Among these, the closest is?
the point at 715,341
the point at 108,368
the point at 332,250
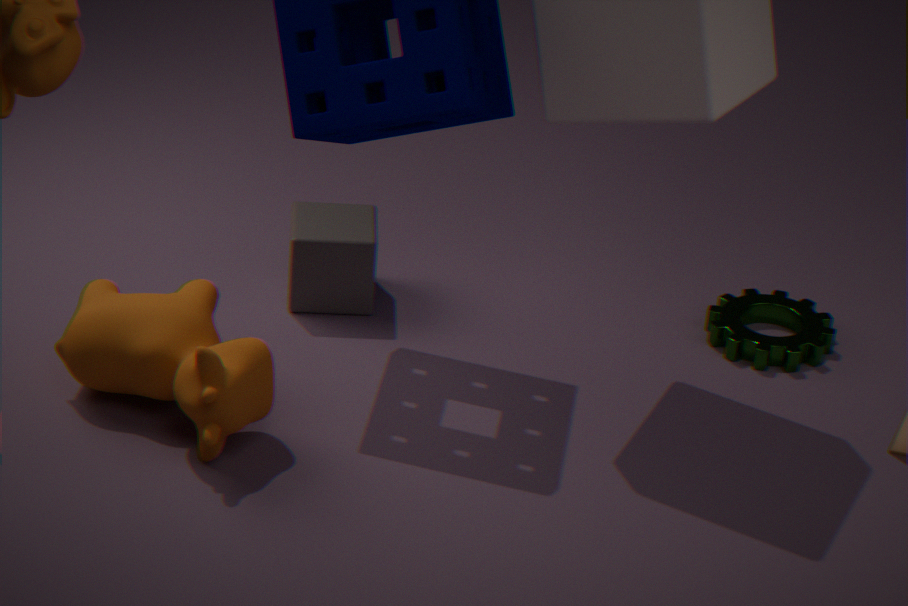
the point at 108,368
